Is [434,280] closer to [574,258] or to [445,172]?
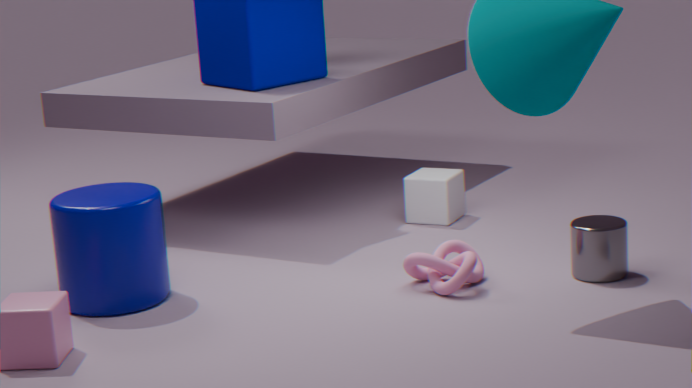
[574,258]
